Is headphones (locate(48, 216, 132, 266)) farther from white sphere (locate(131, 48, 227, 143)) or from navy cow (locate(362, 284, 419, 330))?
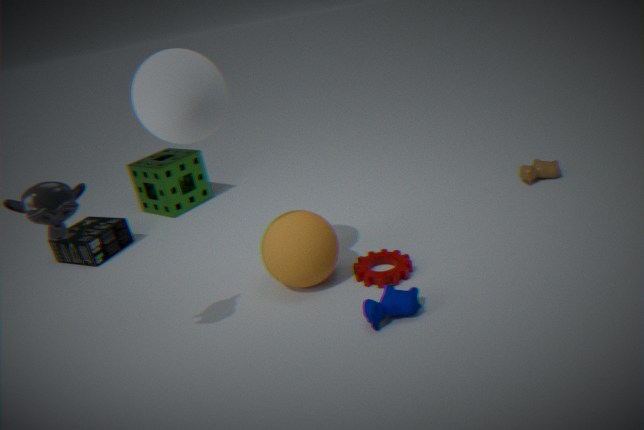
navy cow (locate(362, 284, 419, 330))
